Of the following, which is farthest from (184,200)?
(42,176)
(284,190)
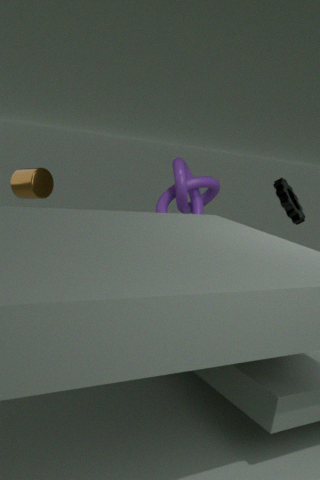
(42,176)
